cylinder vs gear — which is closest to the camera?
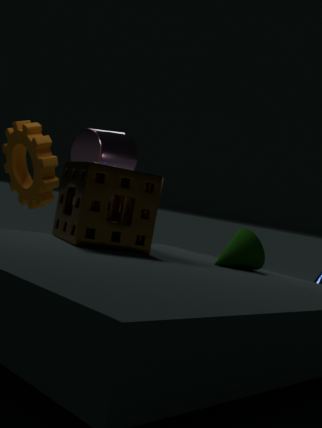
gear
